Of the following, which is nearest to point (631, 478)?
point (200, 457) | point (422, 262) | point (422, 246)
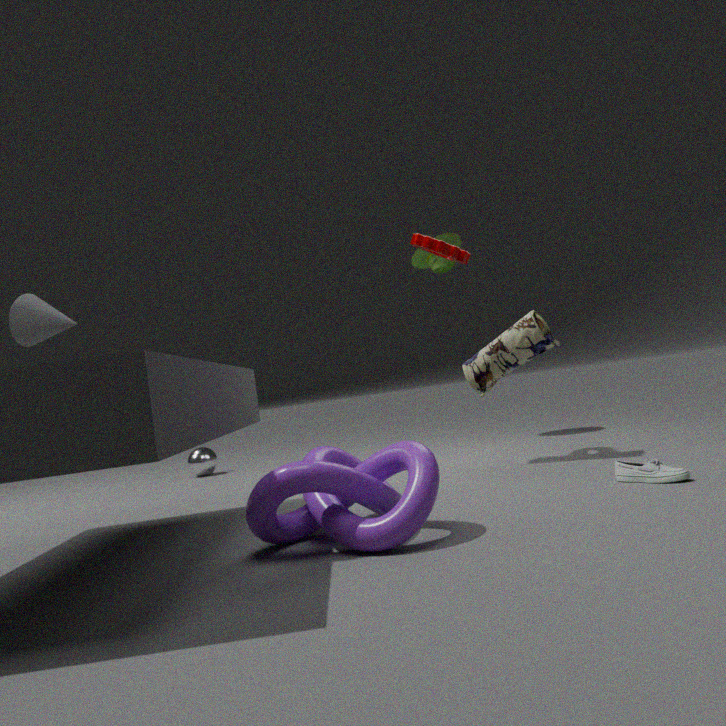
point (422, 246)
